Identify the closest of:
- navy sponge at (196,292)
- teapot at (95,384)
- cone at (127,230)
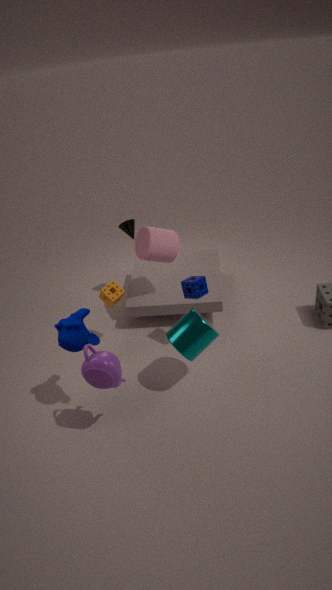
teapot at (95,384)
